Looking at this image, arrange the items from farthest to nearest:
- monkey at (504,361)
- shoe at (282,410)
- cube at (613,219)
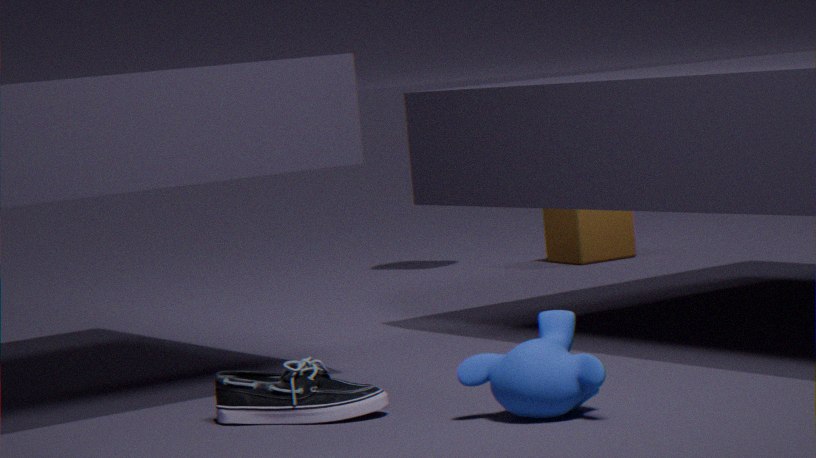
1. cube at (613,219)
2. shoe at (282,410)
3. monkey at (504,361)
